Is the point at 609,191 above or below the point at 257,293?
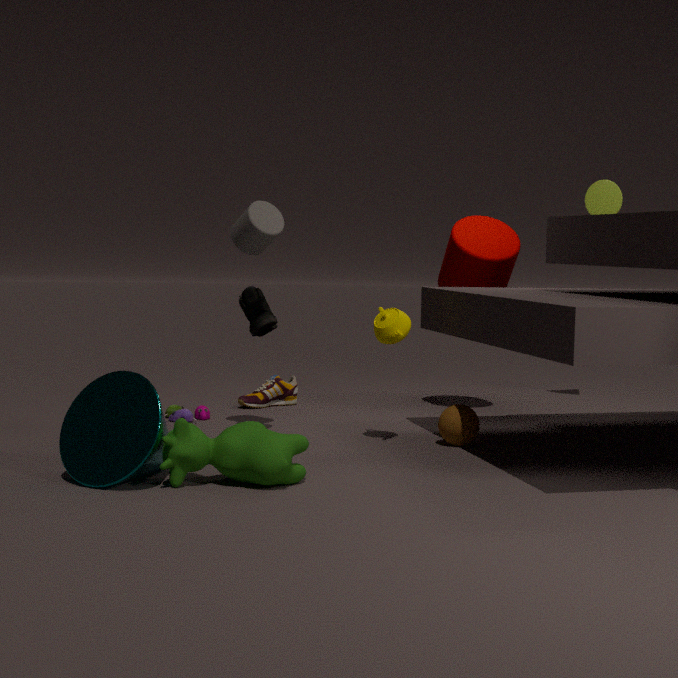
above
